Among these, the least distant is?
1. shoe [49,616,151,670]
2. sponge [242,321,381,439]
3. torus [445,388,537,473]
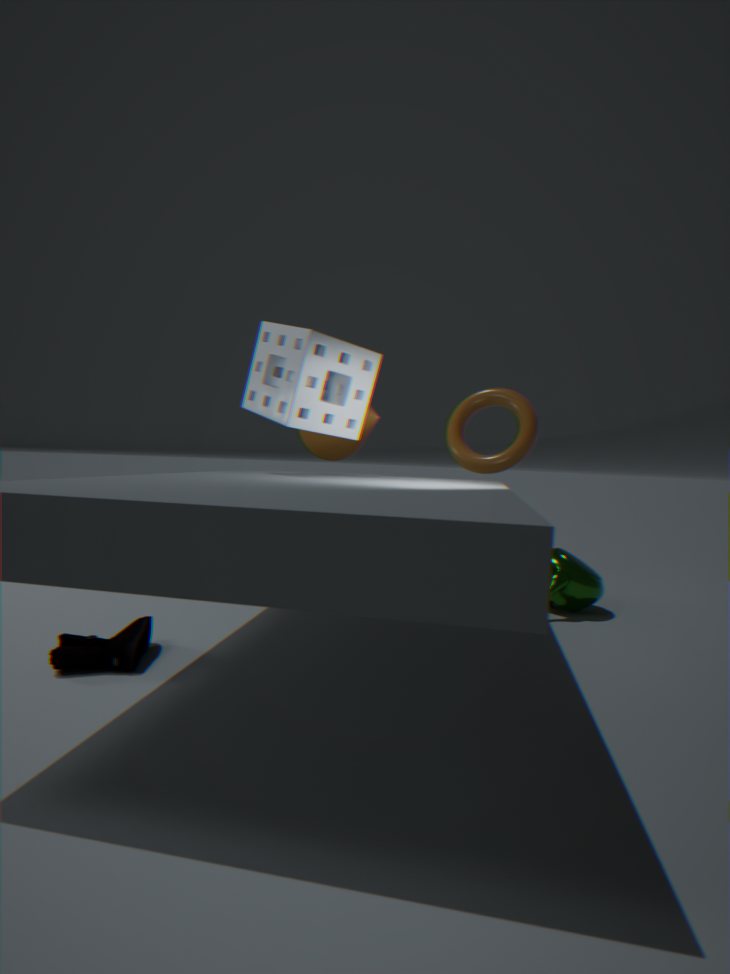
shoe [49,616,151,670]
